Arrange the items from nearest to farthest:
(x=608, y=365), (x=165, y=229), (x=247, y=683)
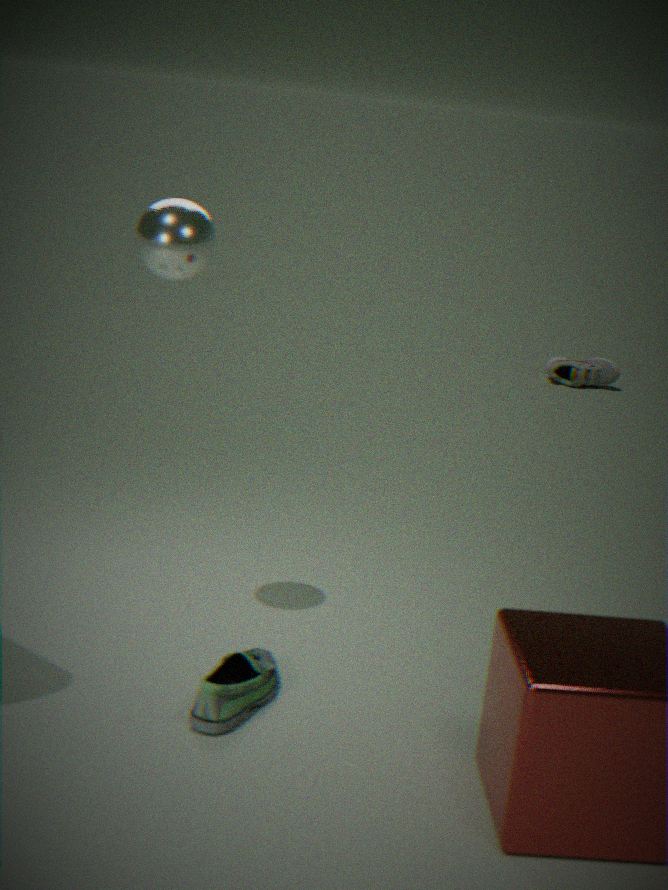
(x=165, y=229) < (x=247, y=683) < (x=608, y=365)
